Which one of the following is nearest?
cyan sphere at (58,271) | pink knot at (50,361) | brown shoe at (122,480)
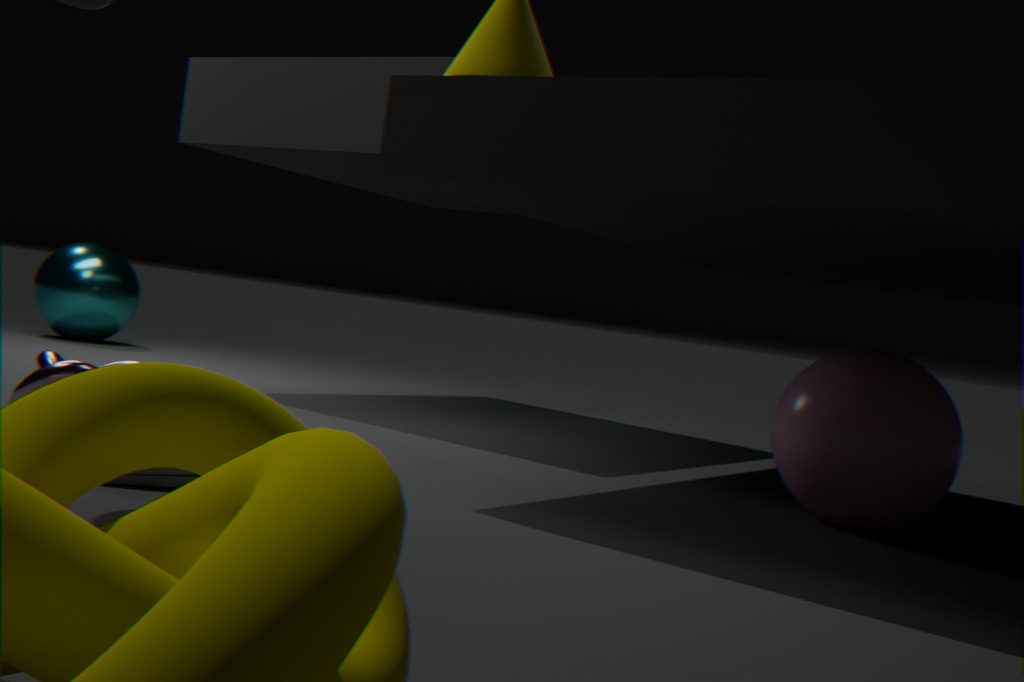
brown shoe at (122,480)
